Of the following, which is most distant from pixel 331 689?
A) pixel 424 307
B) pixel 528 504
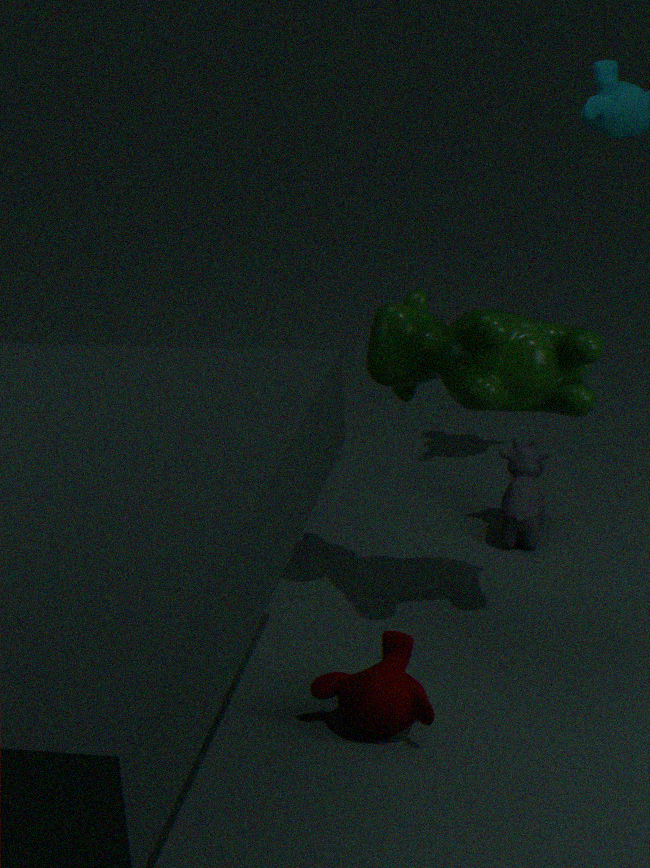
pixel 528 504
